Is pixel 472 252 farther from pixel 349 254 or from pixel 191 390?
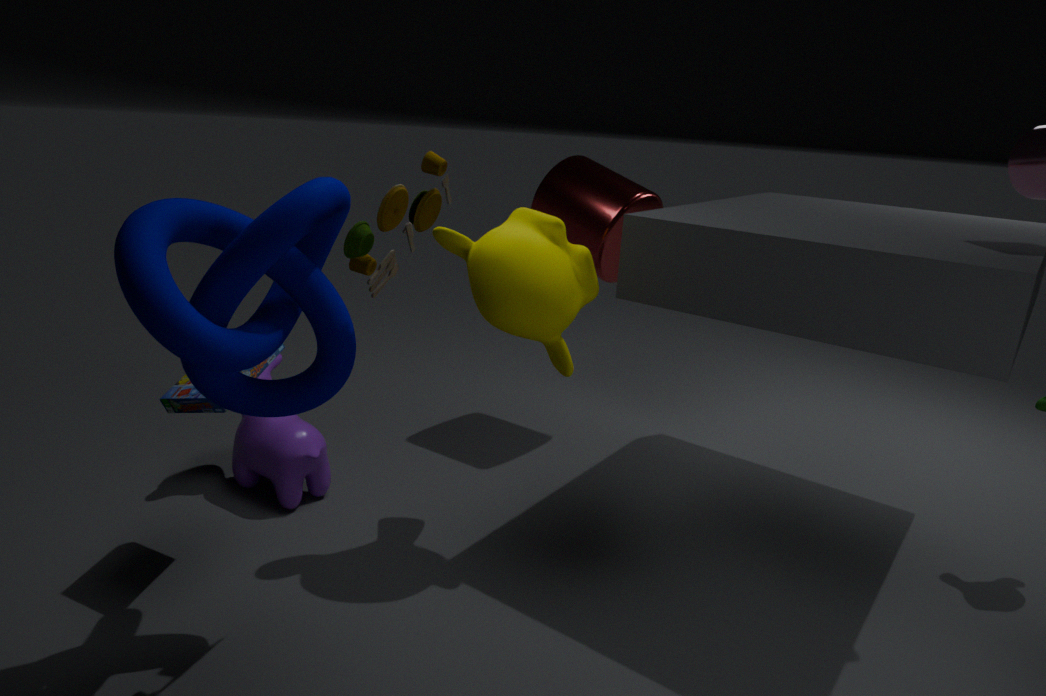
pixel 191 390
